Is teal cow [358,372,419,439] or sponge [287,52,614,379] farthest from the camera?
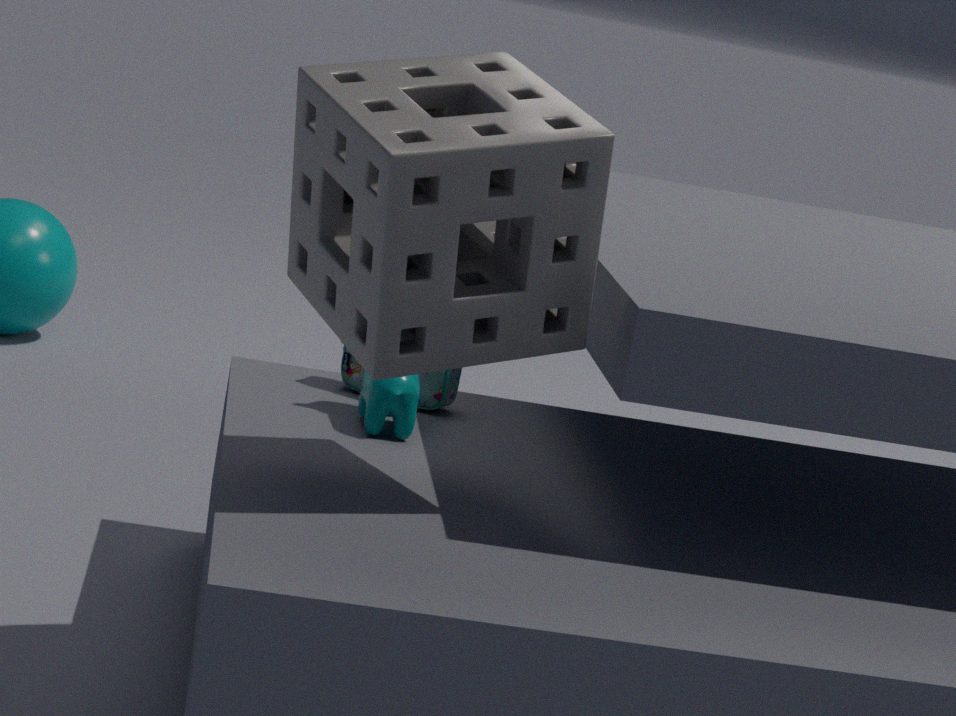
teal cow [358,372,419,439]
